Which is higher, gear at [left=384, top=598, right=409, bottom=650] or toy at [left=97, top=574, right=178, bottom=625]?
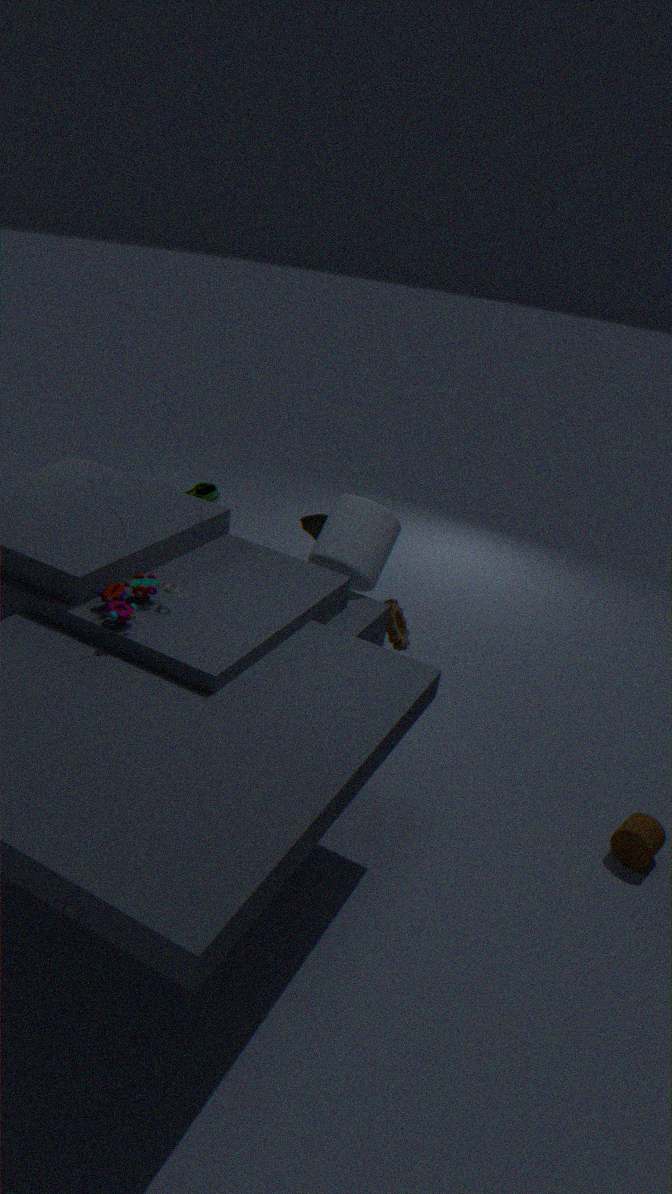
toy at [left=97, top=574, right=178, bottom=625]
